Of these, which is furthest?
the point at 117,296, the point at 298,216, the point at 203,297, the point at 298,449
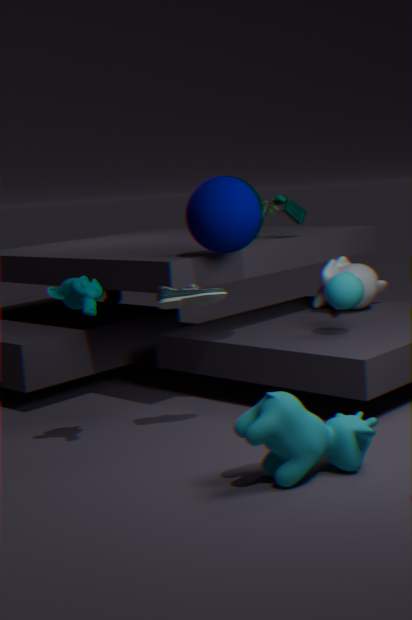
the point at 117,296
